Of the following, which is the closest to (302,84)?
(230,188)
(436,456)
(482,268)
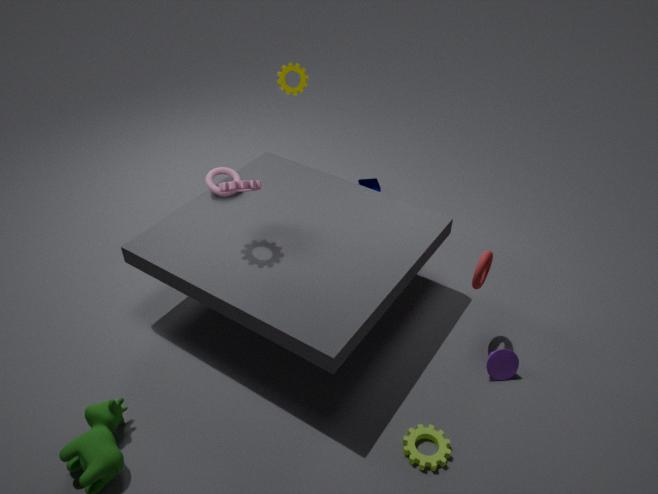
(230,188)
